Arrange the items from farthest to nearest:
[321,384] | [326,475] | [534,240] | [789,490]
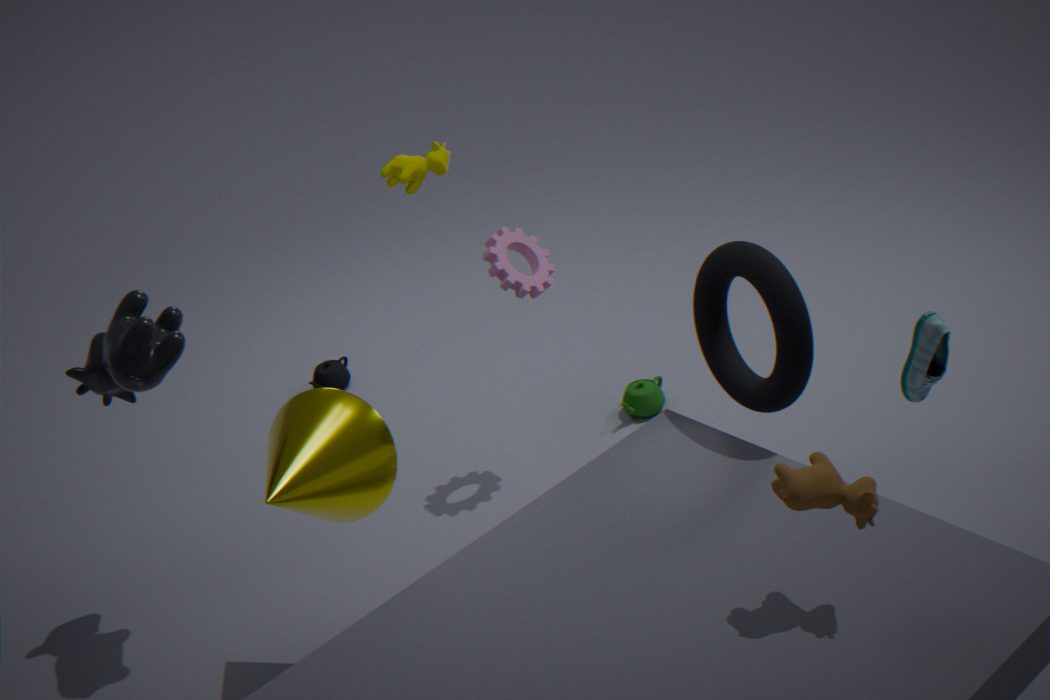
1. [321,384]
2. [534,240]
3. [326,475]
4. [789,490]
